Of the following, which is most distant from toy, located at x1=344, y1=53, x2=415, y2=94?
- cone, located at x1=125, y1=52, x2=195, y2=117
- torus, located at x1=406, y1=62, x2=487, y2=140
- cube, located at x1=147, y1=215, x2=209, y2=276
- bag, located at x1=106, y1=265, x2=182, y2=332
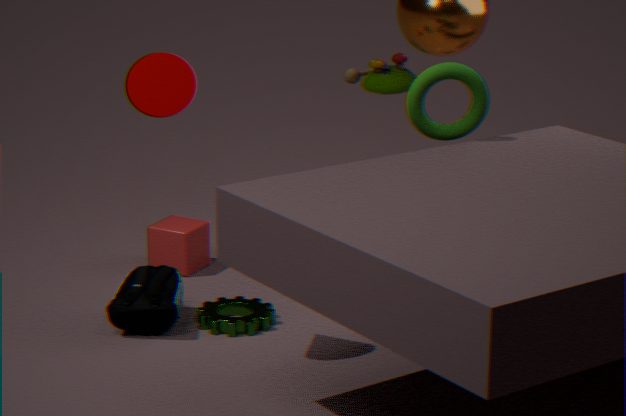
cone, located at x1=125, y1=52, x2=195, y2=117
